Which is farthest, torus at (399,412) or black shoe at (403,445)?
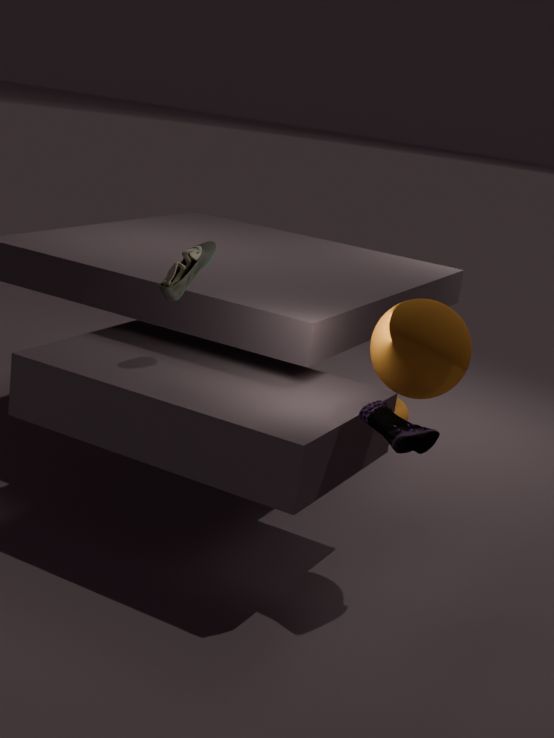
torus at (399,412)
